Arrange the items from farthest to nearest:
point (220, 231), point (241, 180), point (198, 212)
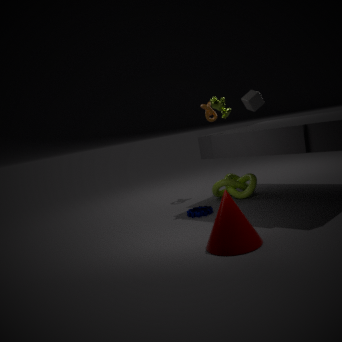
point (241, 180), point (198, 212), point (220, 231)
